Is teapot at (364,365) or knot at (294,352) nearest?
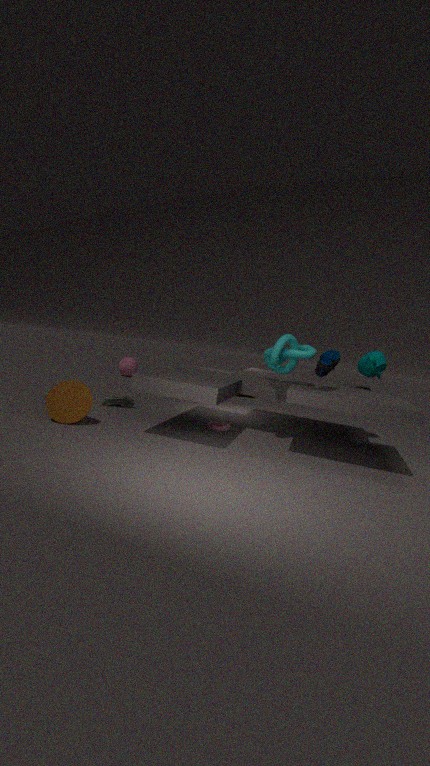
knot at (294,352)
